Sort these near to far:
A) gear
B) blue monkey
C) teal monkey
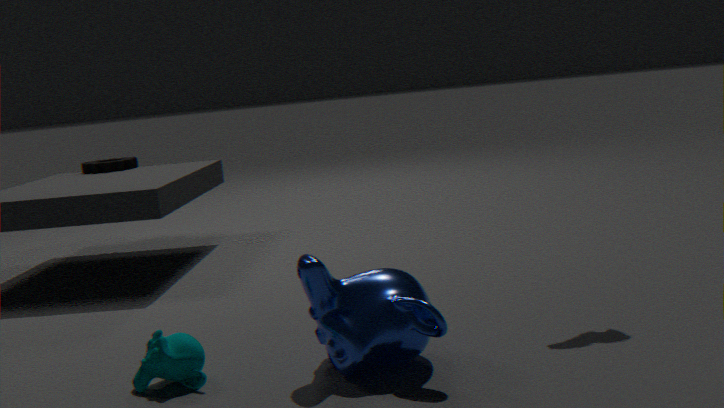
blue monkey < teal monkey < gear
